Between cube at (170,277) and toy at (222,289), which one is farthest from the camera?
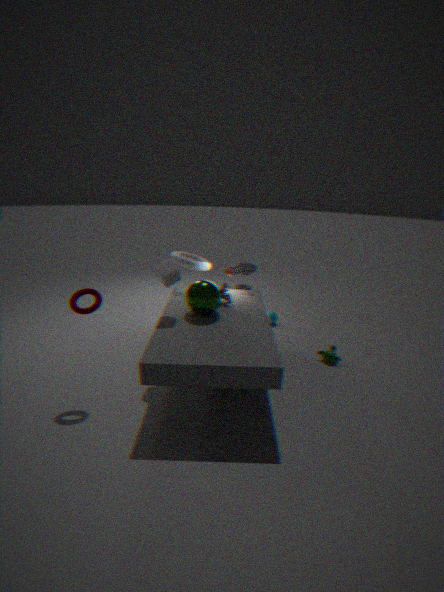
toy at (222,289)
